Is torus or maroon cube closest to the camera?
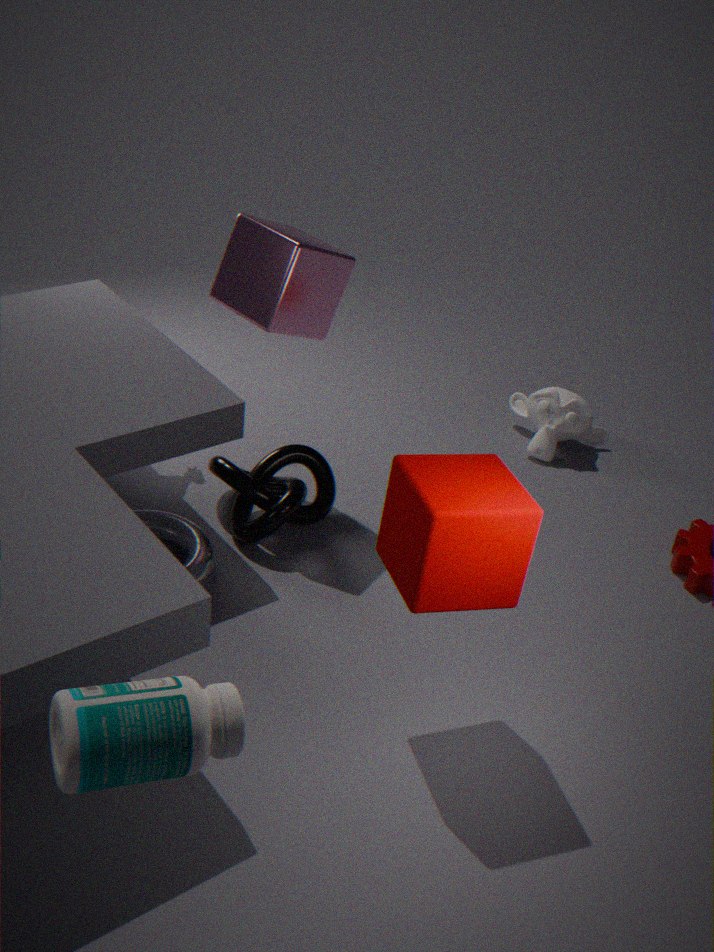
maroon cube
